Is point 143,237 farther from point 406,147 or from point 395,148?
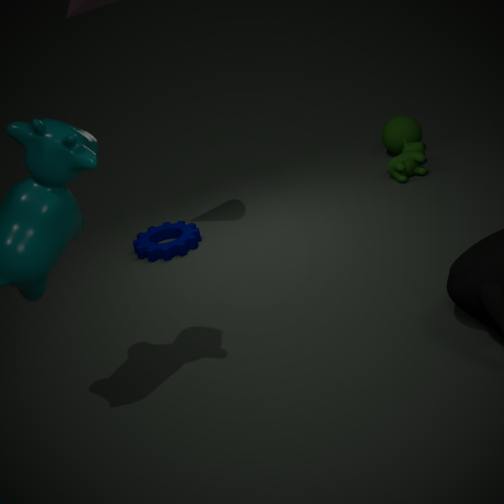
point 395,148
